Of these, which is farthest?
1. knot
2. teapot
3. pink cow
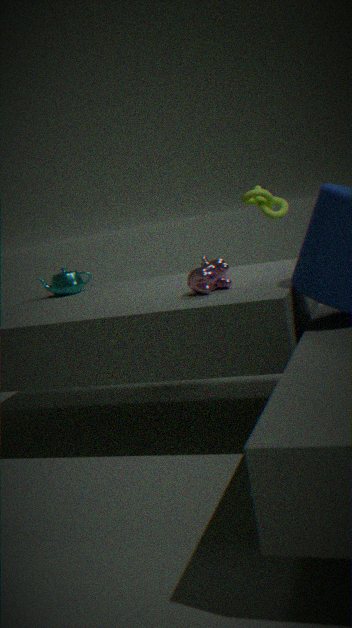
knot
